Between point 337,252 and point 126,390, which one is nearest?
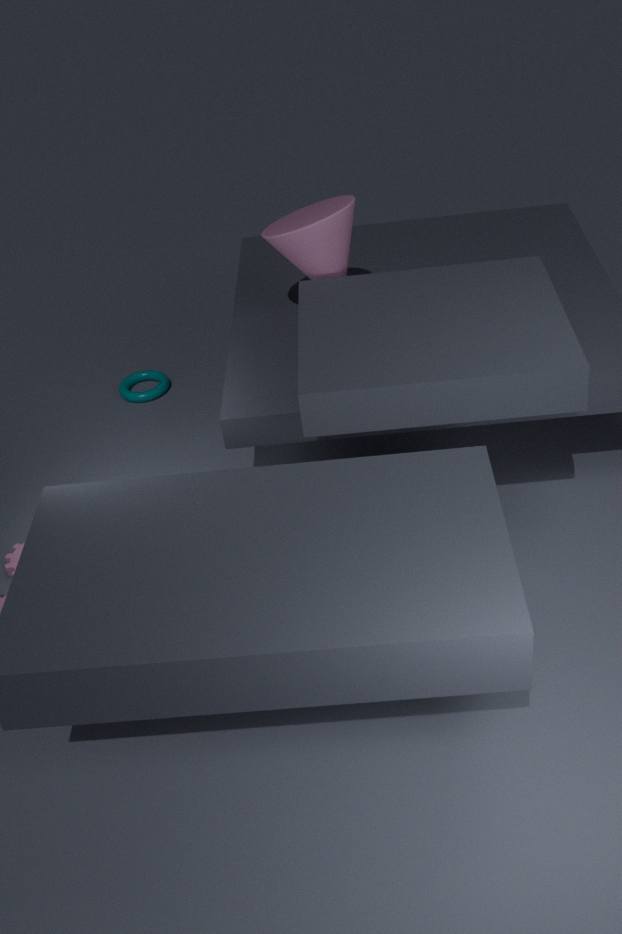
point 337,252
